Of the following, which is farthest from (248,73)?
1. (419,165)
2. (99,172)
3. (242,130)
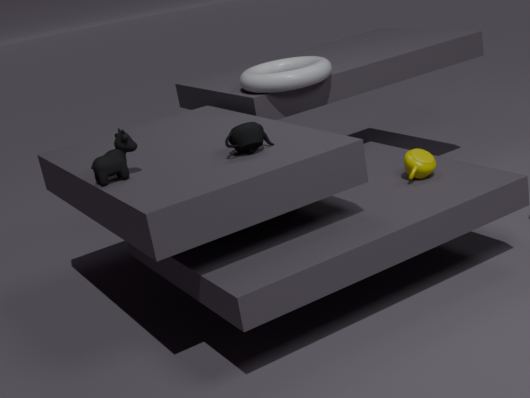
(99,172)
